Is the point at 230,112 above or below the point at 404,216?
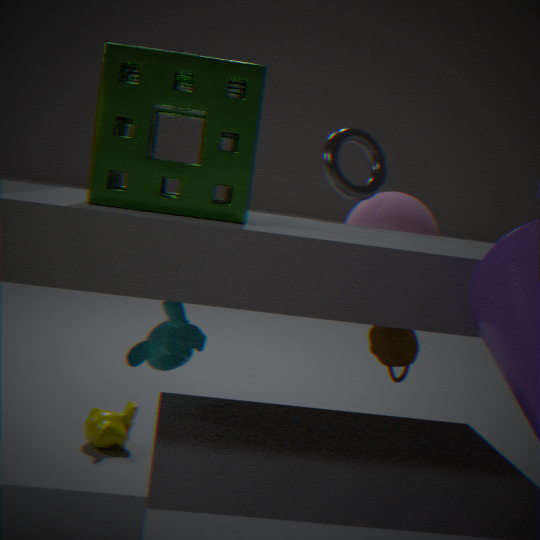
above
